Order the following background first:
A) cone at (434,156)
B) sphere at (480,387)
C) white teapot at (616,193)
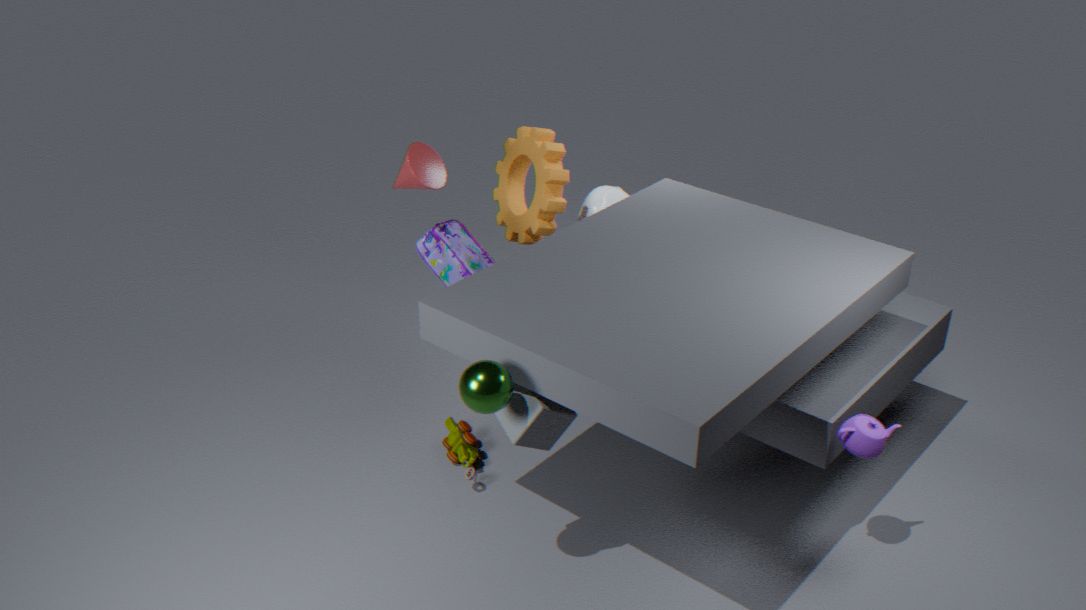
1. white teapot at (616,193)
2. cone at (434,156)
3. sphere at (480,387)
